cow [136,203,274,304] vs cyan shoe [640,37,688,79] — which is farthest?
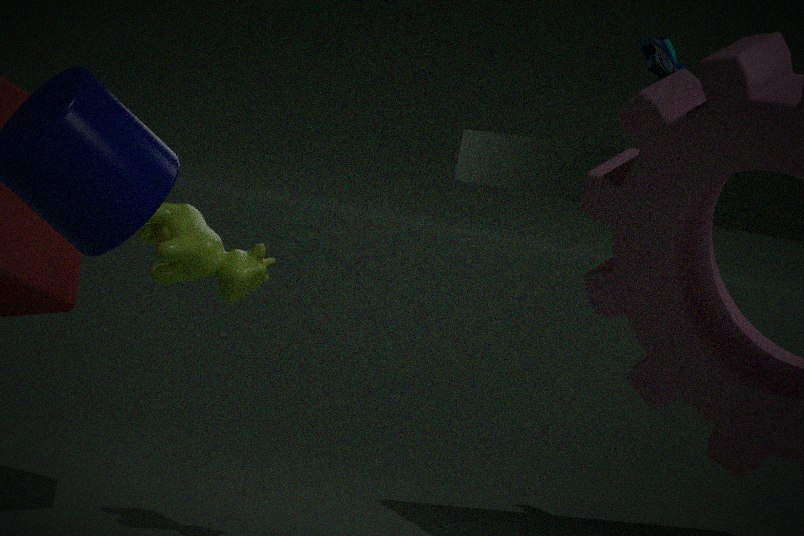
cyan shoe [640,37,688,79]
